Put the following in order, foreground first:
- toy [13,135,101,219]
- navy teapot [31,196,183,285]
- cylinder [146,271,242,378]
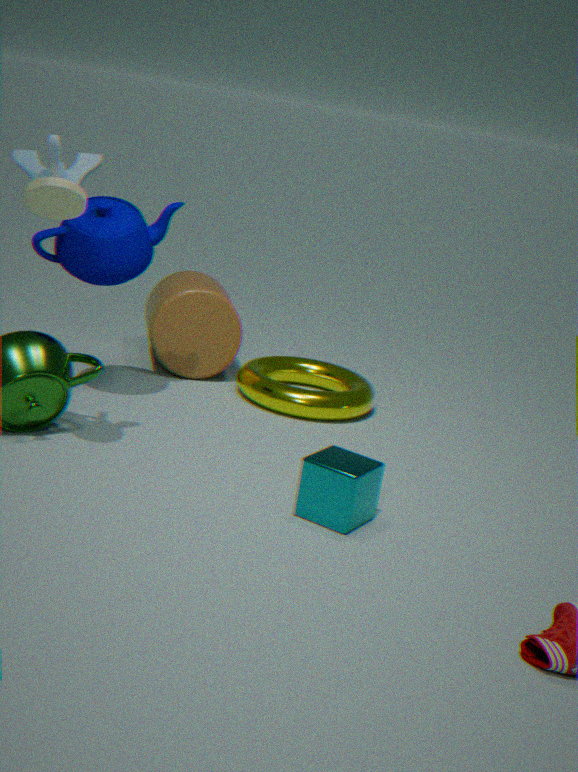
toy [13,135,101,219] < navy teapot [31,196,183,285] < cylinder [146,271,242,378]
